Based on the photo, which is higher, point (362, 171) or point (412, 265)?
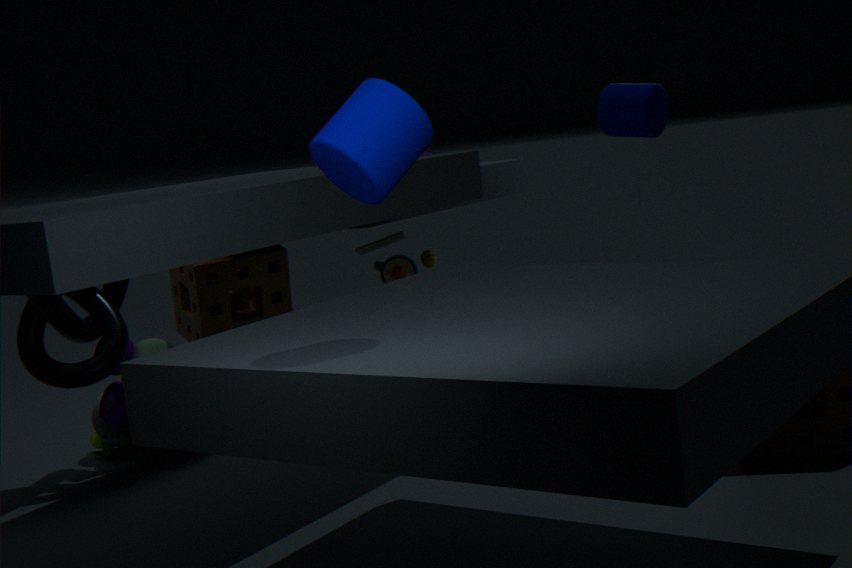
point (362, 171)
